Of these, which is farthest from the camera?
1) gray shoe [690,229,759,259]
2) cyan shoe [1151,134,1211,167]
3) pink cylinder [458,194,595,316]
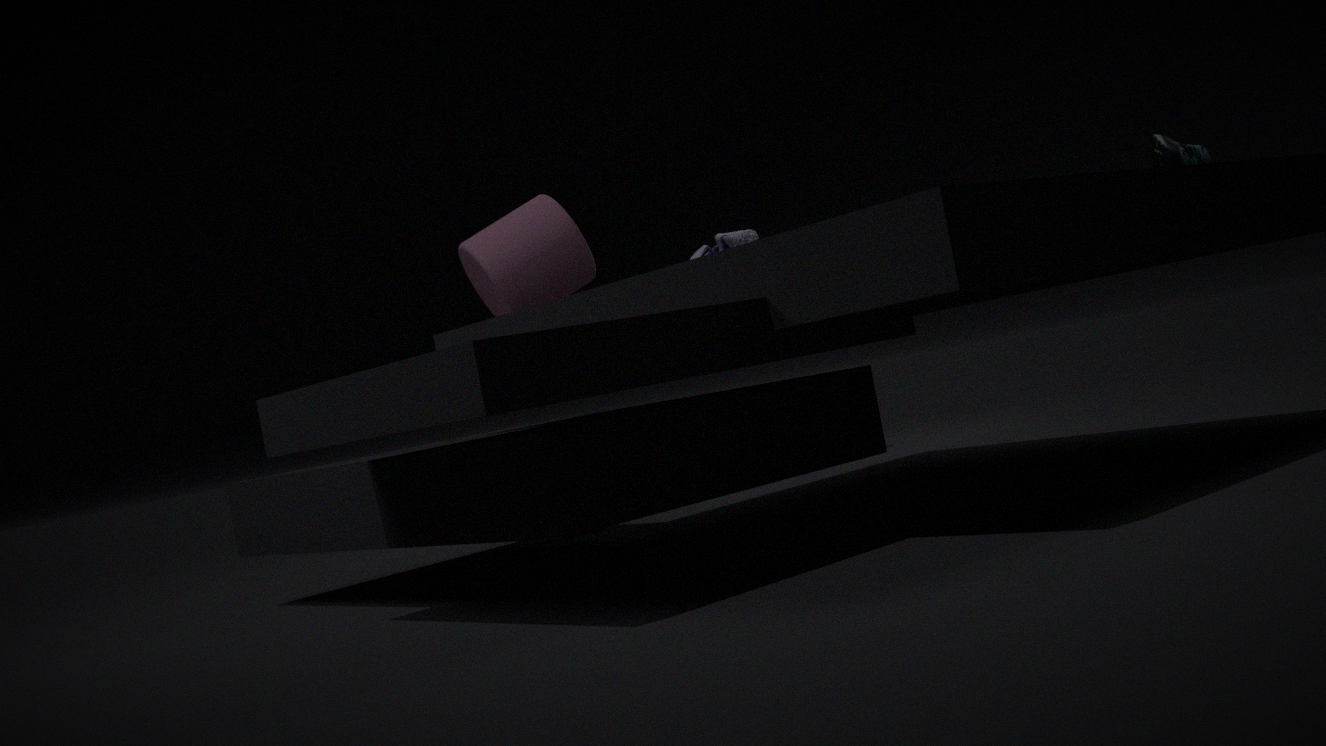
1. gray shoe [690,229,759,259]
